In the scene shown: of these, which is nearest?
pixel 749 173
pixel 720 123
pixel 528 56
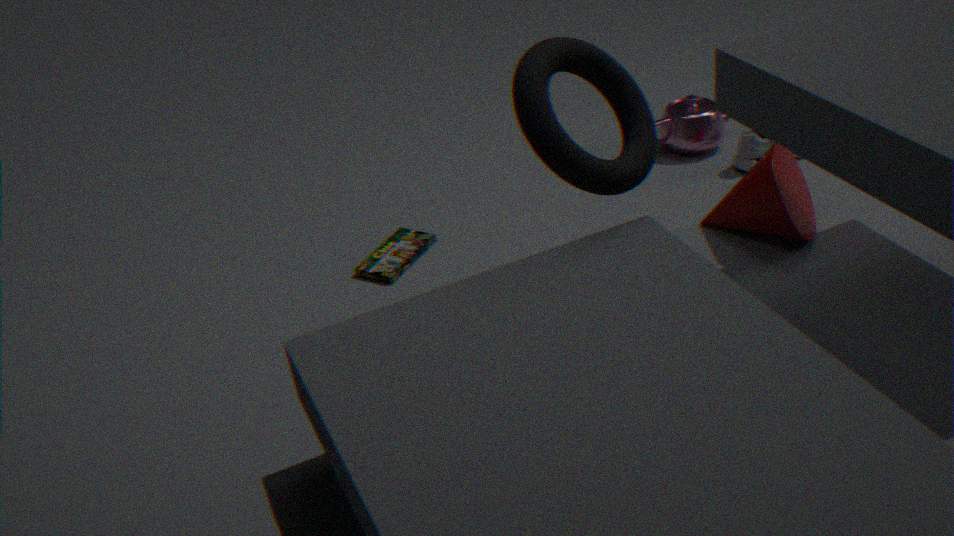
pixel 528 56
